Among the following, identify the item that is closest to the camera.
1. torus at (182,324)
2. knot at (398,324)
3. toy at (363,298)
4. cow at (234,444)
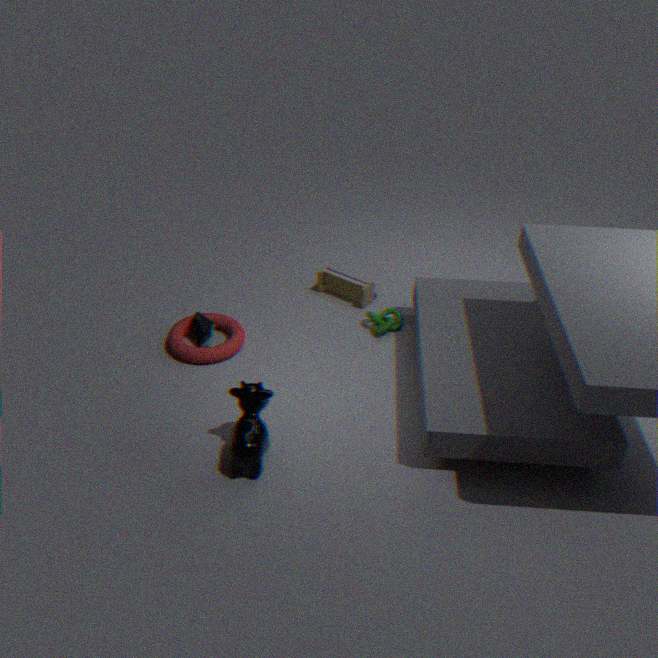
cow at (234,444)
